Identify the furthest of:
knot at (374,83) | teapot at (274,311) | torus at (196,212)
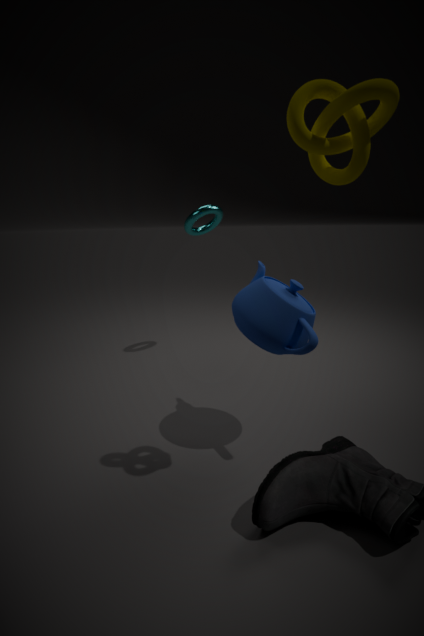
torus at (196,212)
